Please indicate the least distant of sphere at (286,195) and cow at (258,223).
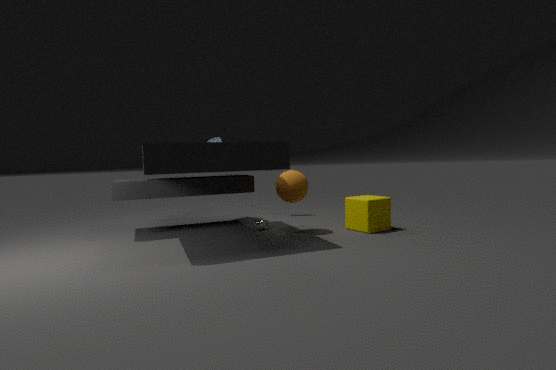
sphere at (286,195)
